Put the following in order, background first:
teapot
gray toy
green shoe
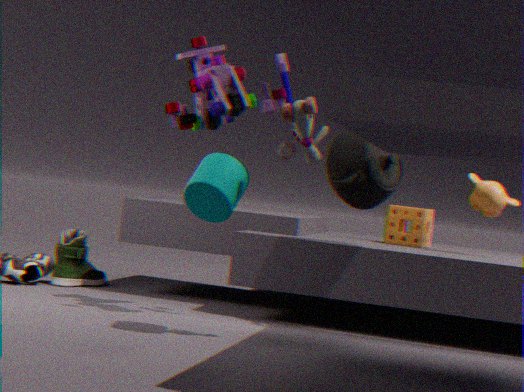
green shoe
teapot
gray toy
